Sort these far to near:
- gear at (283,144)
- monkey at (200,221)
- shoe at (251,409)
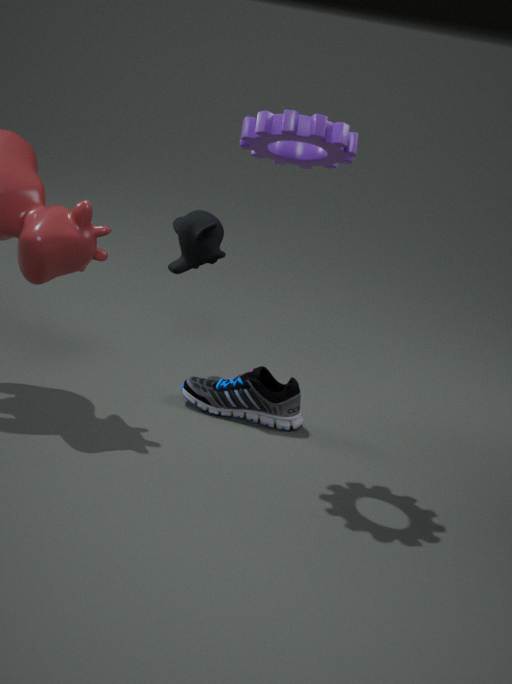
monkey at (200,221) → shoe at (251,409) → gear at (283,144)
